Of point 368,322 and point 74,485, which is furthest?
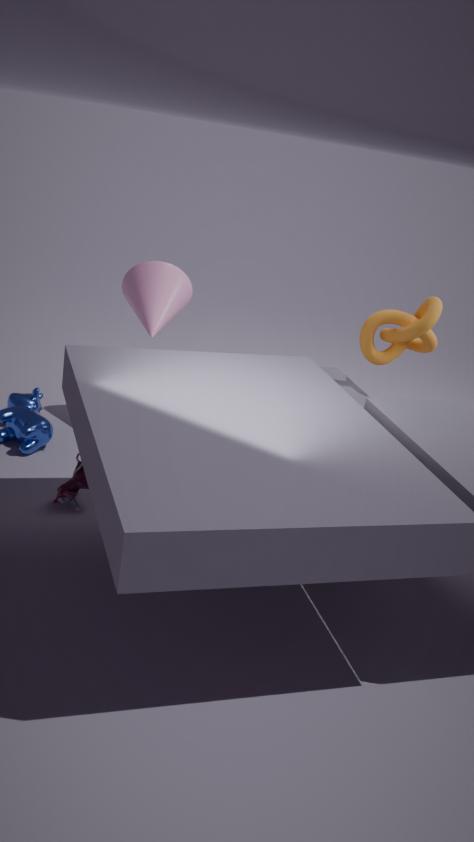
point 368,322
